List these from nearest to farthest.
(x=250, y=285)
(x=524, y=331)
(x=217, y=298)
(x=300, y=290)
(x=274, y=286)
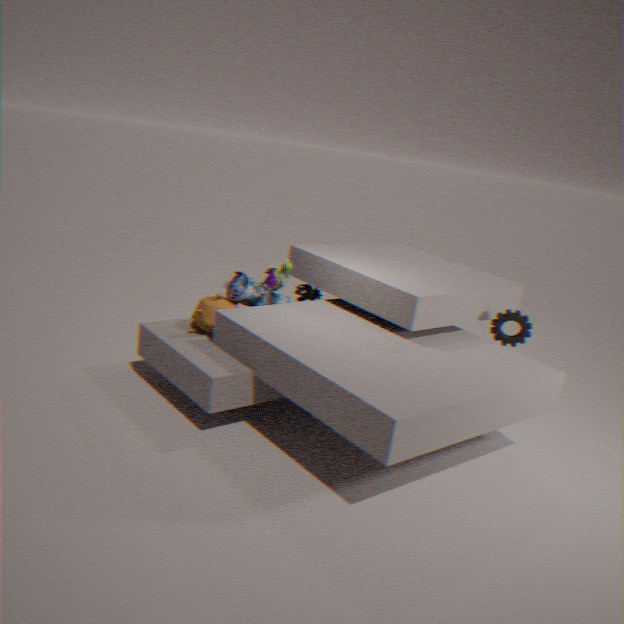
(x=250, y=285) < (x=524, y=331) < (x=217, y=298) < (x=274, y=286) < (x=300, y=290)
